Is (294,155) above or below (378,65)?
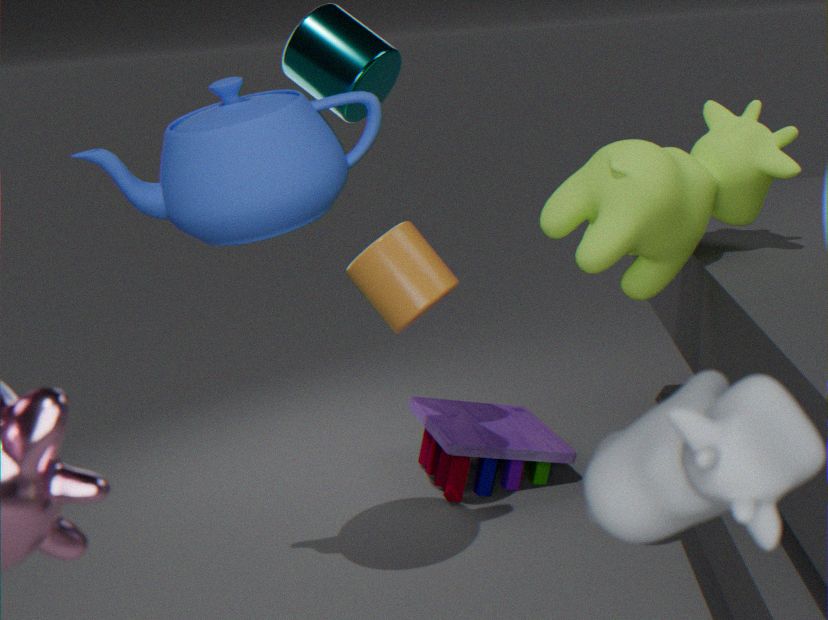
below
